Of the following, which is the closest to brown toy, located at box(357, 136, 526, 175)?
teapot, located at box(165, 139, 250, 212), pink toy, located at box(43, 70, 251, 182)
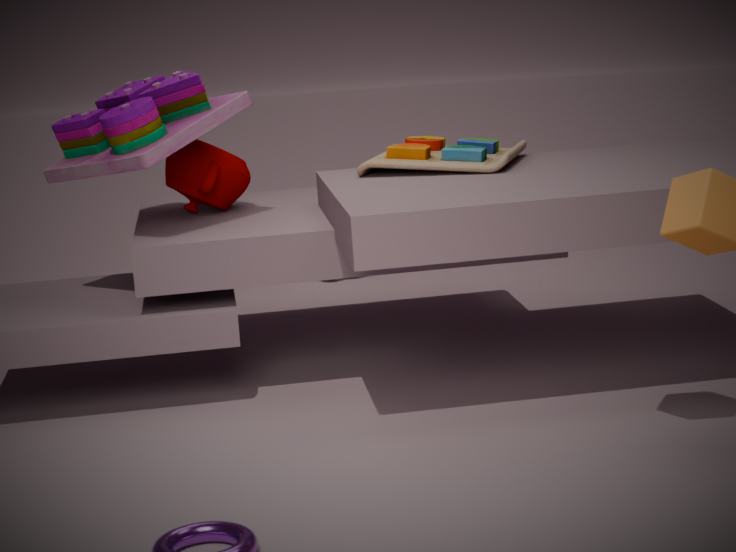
pink toy, located at box(43, 70, 251, 182)
